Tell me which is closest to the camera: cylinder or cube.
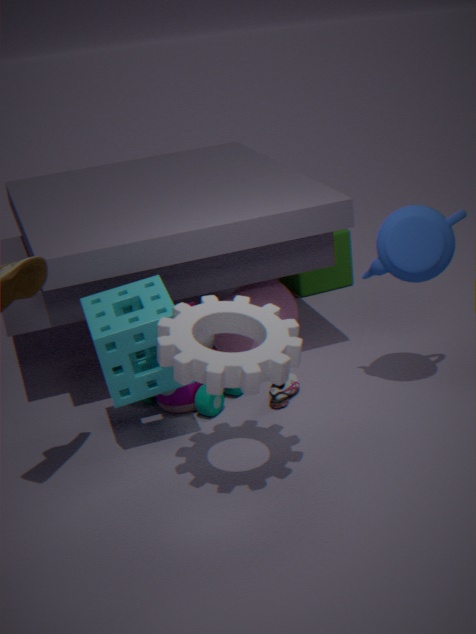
cylinder
